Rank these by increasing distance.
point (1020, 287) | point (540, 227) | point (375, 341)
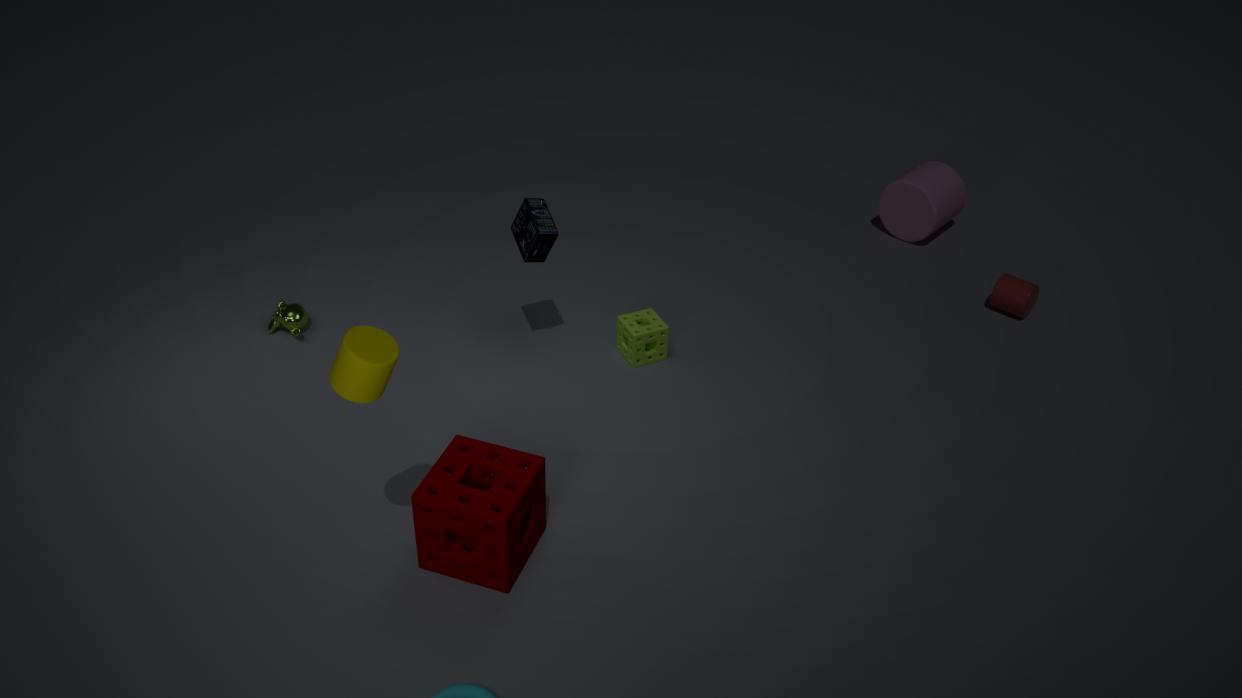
point (375, 341), point (540, 227), point (1020, 287)
